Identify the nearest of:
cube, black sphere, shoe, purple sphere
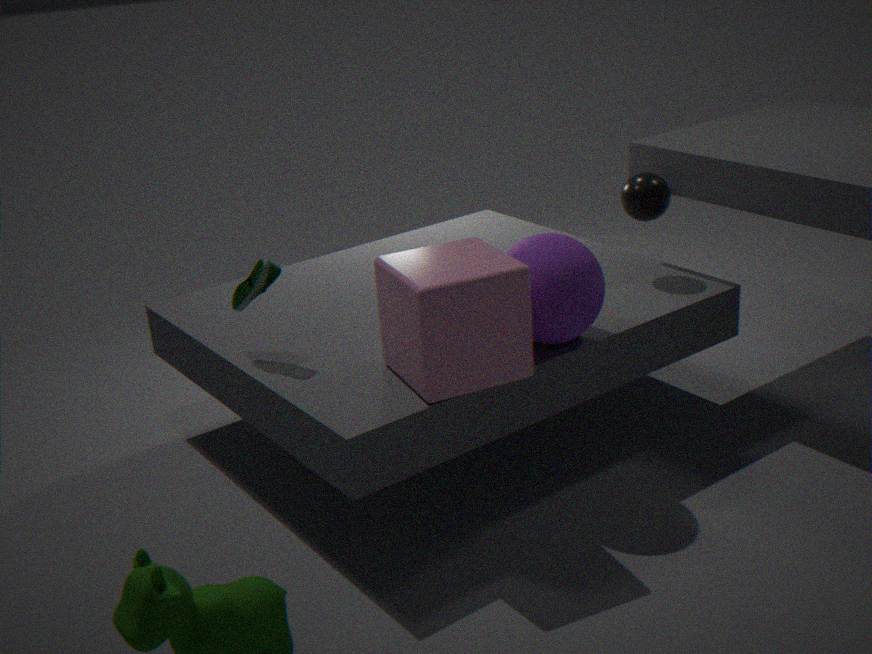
cube
